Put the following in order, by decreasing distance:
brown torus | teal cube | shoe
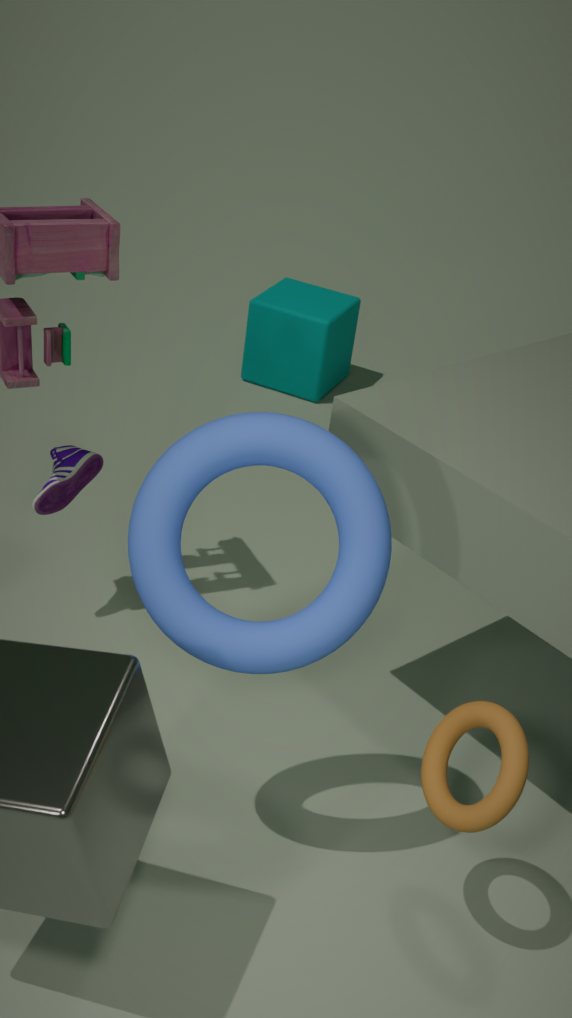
teal cube < shoe < brown torus
